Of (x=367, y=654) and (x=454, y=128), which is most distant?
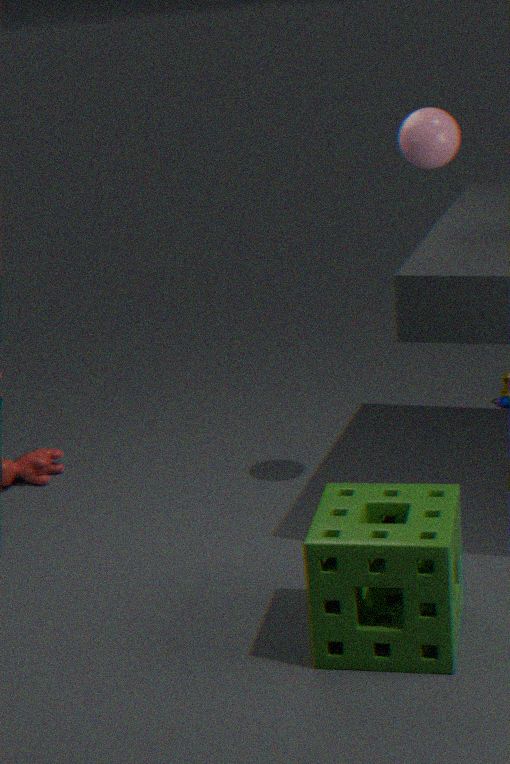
(x=454, y=128)
